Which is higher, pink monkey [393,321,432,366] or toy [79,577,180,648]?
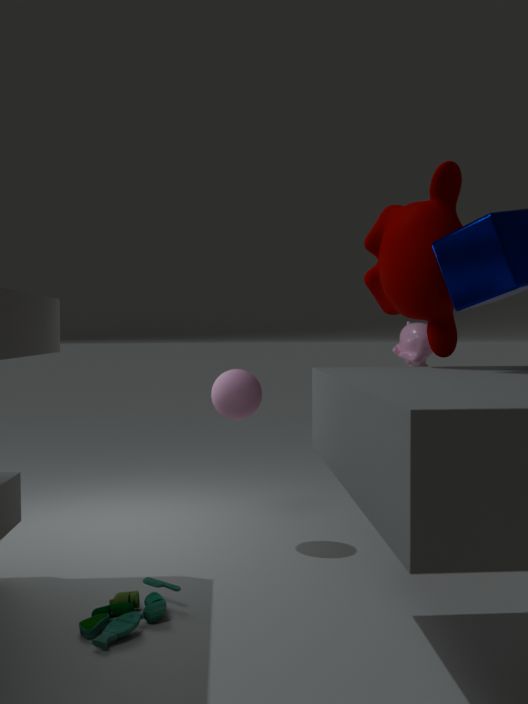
pink monkey [393,321,432,366]
